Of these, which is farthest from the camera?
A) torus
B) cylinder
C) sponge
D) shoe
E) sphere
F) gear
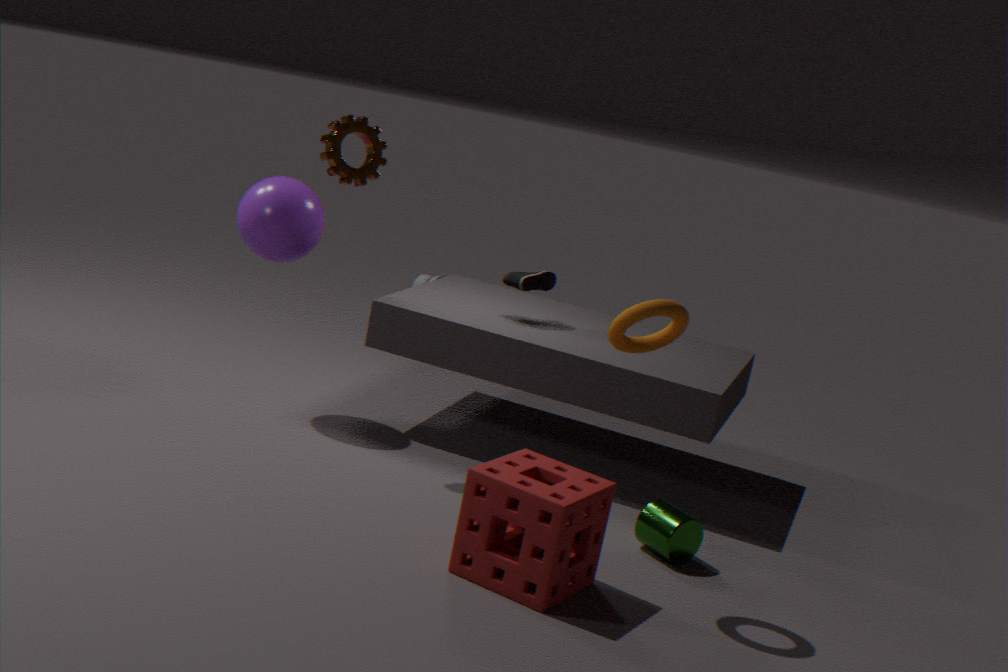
shoe
